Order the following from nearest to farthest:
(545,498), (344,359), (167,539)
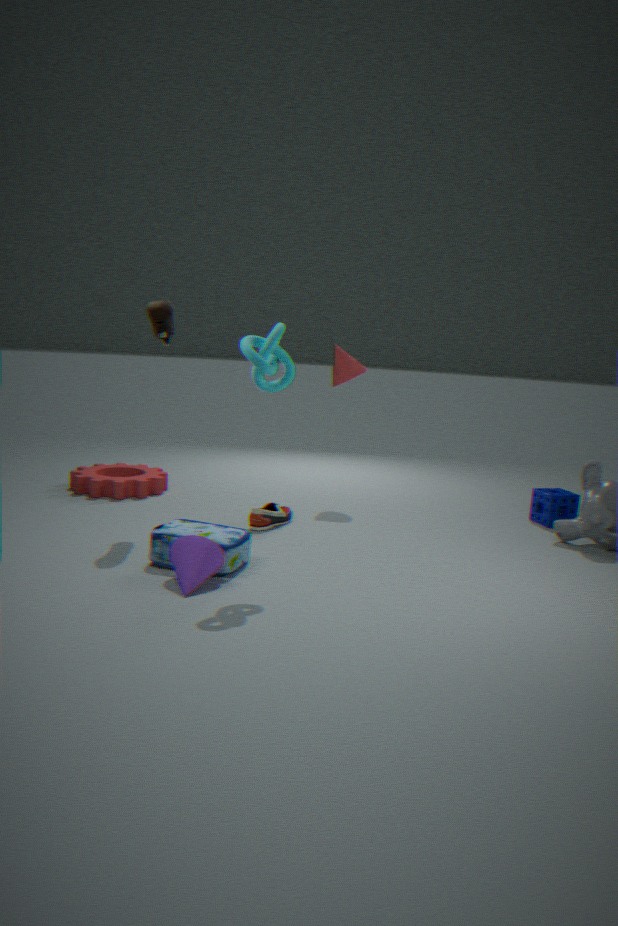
(167,539)
(545,498)
(344,359)
